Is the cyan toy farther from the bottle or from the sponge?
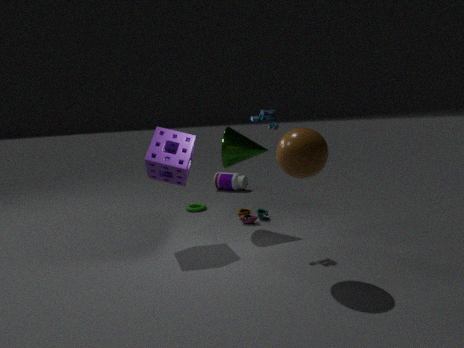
the bottle
